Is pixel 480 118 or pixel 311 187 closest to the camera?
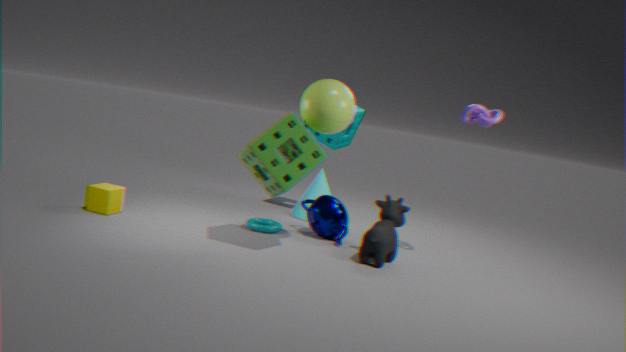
pixel 480 118
